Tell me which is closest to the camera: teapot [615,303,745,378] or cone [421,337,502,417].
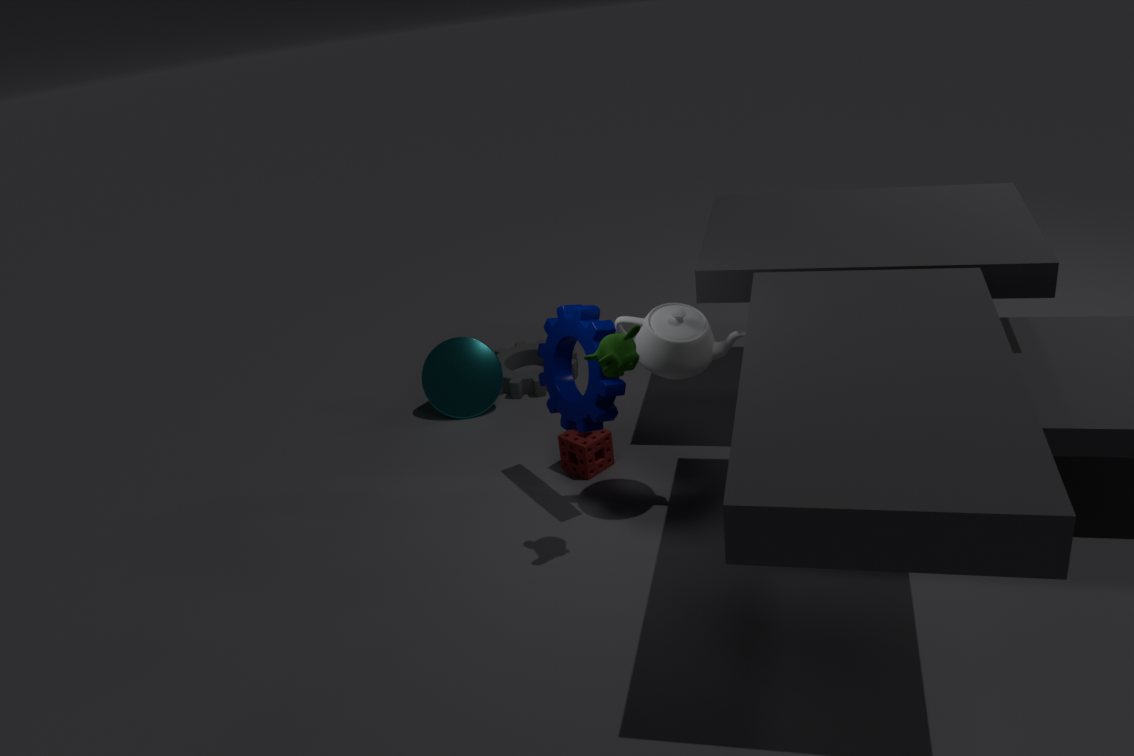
teapot [615,303,745,378]
